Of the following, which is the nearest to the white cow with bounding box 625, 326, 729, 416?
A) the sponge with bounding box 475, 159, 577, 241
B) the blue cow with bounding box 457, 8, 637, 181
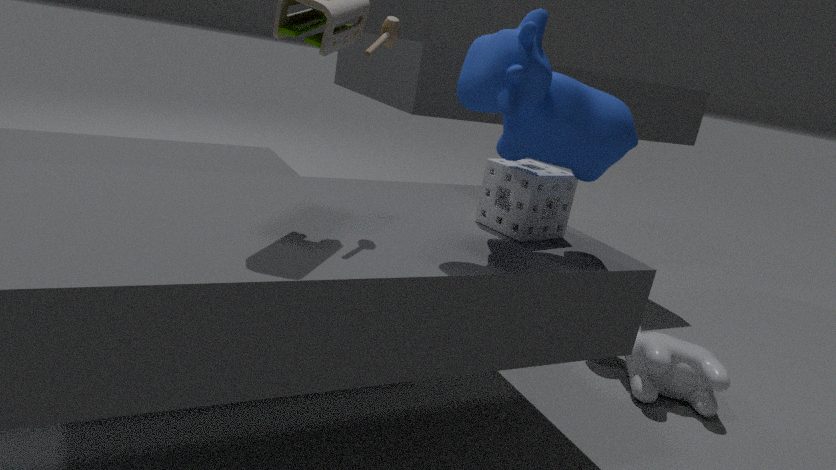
the sponge with bounding box 475, 159, 577, 241
